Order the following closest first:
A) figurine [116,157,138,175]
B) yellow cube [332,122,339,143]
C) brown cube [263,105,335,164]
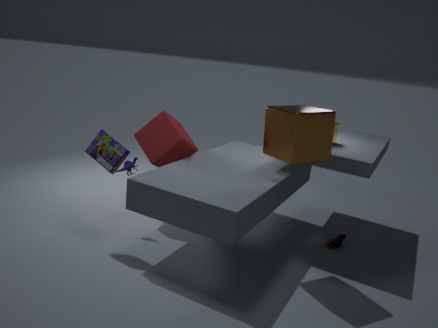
1. brown cube [263,105,335,164]
2. figurine [116,157,138,175]
3. yellow cube [332,122,339,143]
